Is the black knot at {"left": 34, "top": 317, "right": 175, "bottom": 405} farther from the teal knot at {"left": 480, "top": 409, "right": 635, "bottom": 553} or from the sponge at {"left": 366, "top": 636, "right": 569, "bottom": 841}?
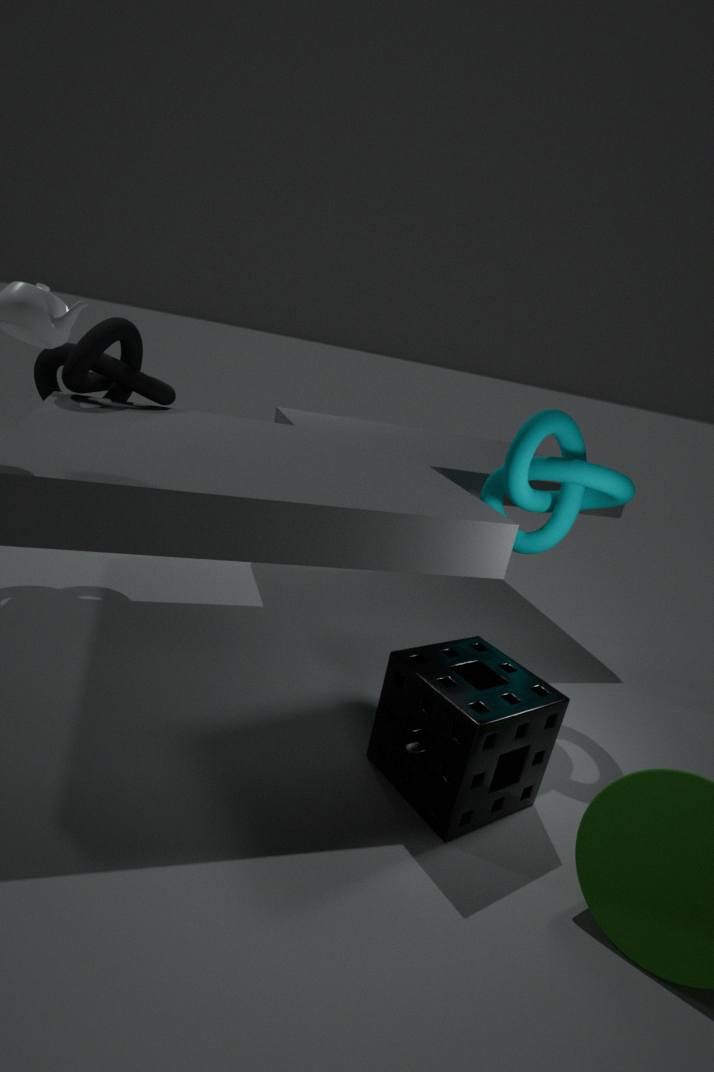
the sponge at {"left": 366, "top": 636, "right": 569, "bottom": 841}
